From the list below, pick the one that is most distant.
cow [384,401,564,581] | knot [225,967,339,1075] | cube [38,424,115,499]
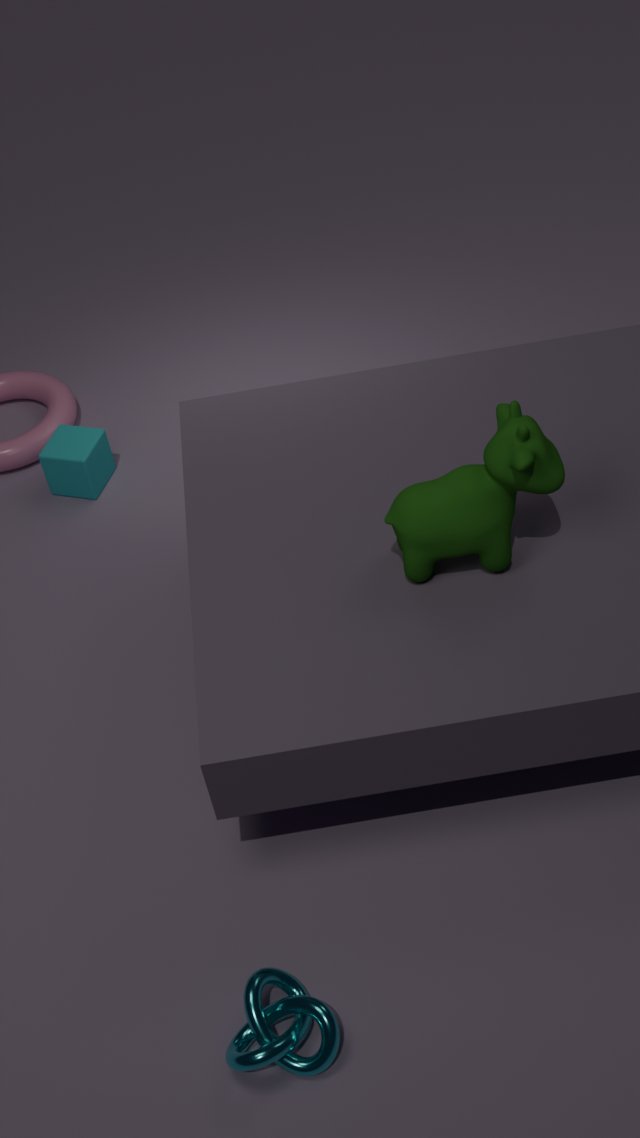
cube [38,424,115,499]
